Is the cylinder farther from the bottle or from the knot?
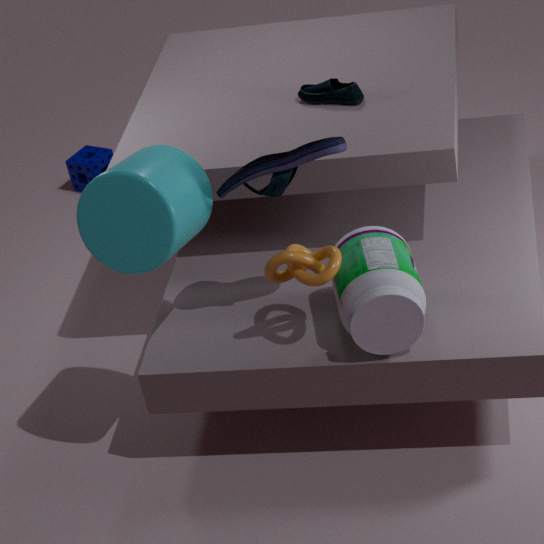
the bottle
